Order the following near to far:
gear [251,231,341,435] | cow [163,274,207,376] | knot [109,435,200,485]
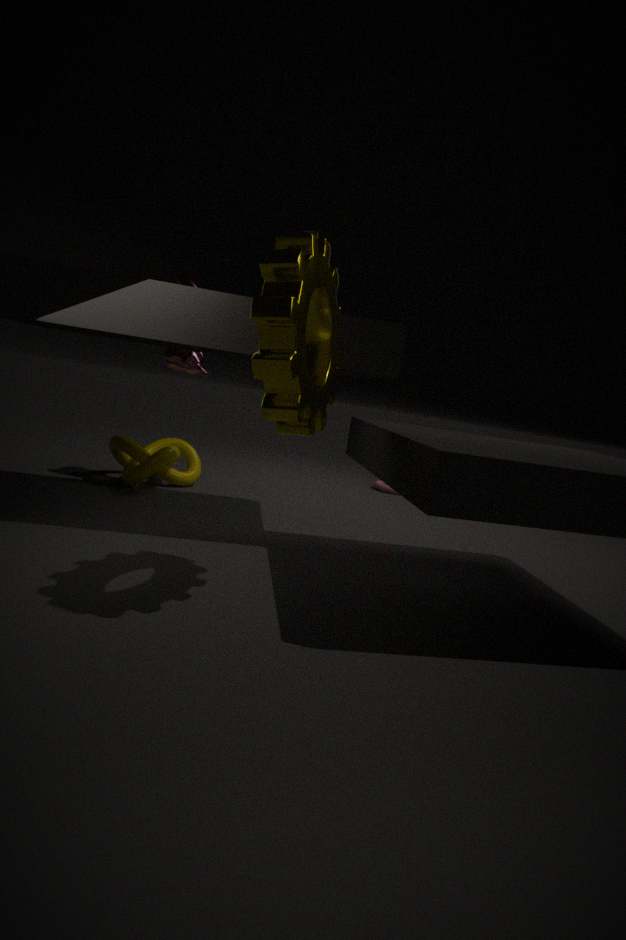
1. gear [251,231,341,435]
2. cow [163,274,207,376]
3. knot [109,435,200,485]
